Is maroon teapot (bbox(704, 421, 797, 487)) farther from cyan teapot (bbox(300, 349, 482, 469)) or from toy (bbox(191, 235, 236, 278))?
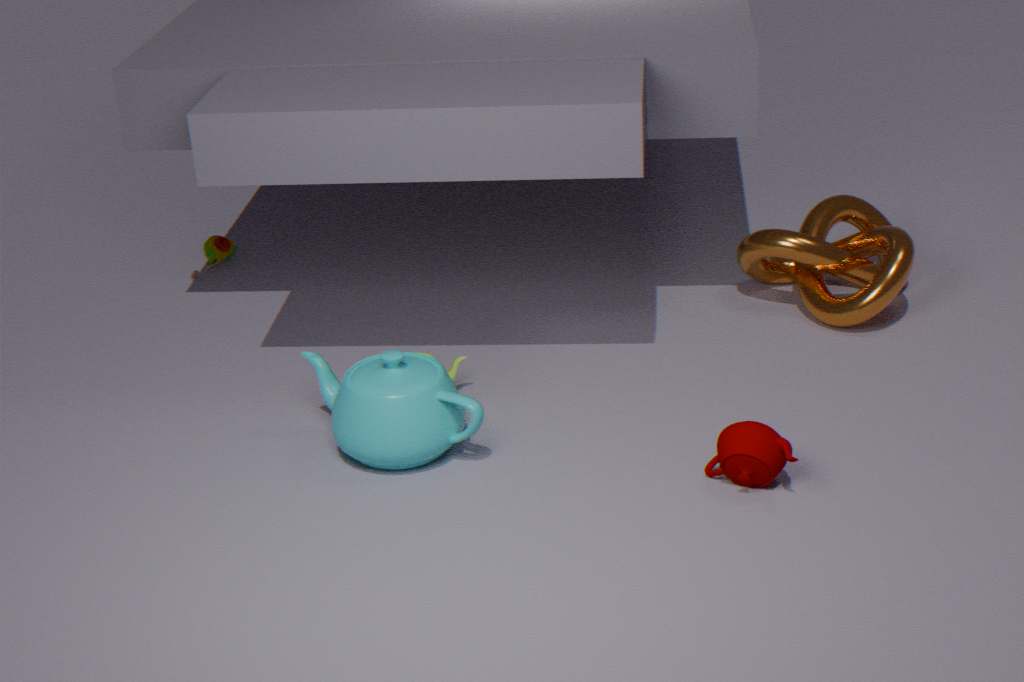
toy (bbox(191, 235, 236, 278))
